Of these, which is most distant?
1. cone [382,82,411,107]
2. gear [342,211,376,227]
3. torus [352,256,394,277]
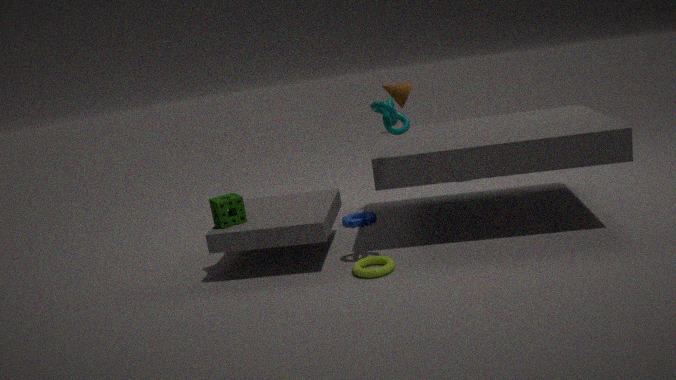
gear [342,211,376,227]
